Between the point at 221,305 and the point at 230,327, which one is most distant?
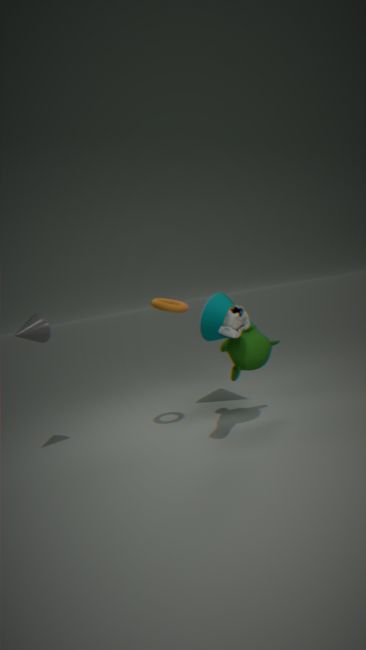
the point at 221,305
